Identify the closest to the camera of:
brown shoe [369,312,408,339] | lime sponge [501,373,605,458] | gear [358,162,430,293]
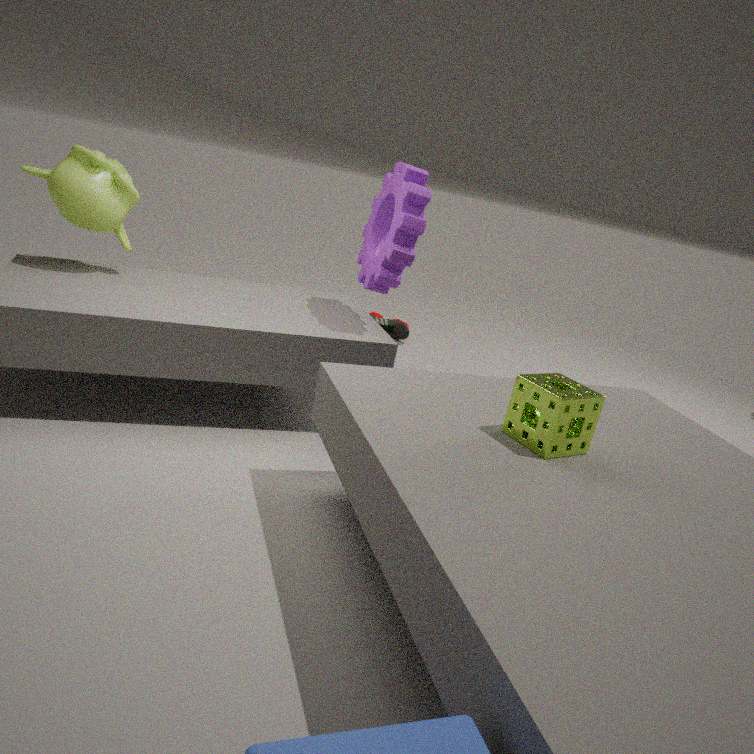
lime sponge [501,373,605,458]
